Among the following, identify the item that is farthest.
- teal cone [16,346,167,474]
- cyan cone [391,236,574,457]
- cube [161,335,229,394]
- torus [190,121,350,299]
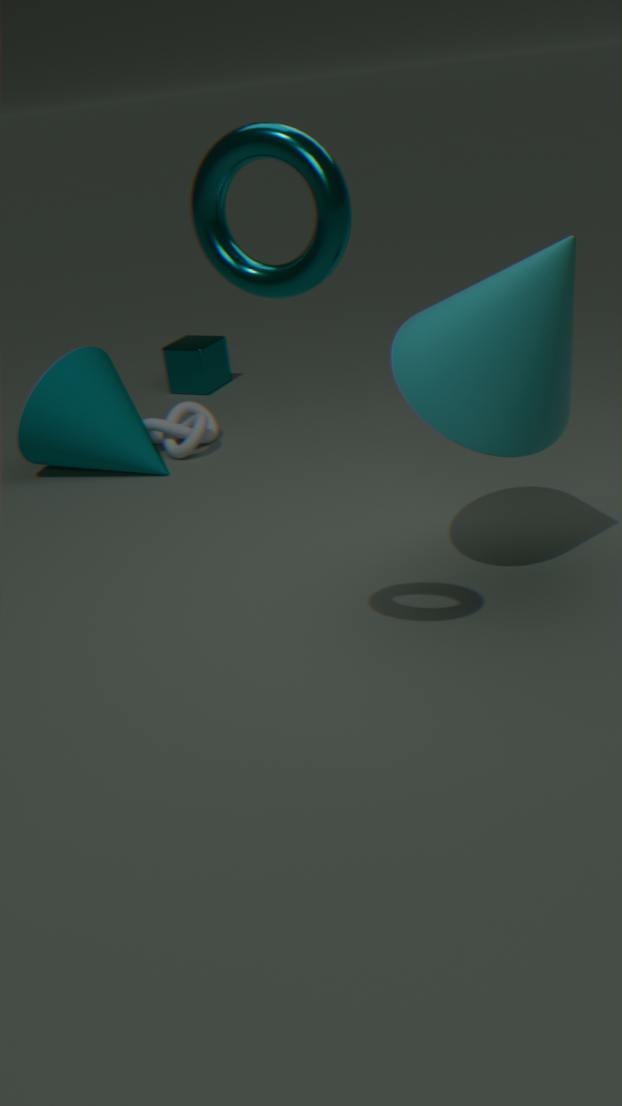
cube [161,335,229,394]
